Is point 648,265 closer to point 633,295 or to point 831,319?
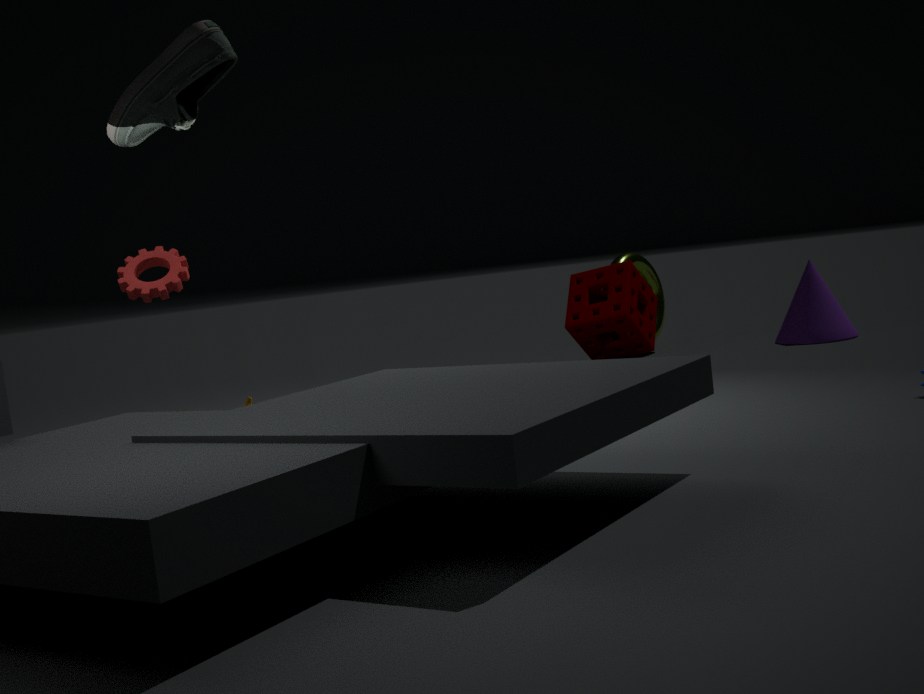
point 633,295
